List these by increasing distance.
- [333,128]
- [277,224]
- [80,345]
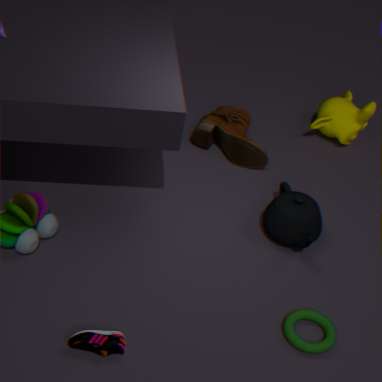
1. [80,345]
2. [277,224]
3. [333,128]
